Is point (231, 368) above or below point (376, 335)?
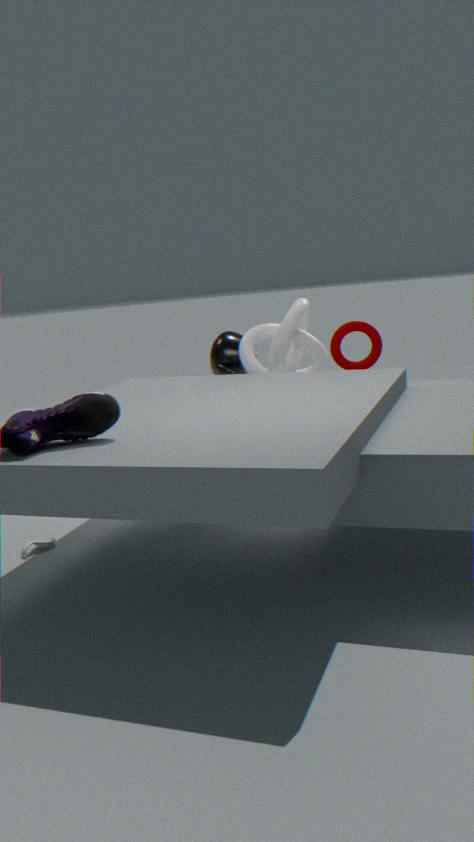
below
